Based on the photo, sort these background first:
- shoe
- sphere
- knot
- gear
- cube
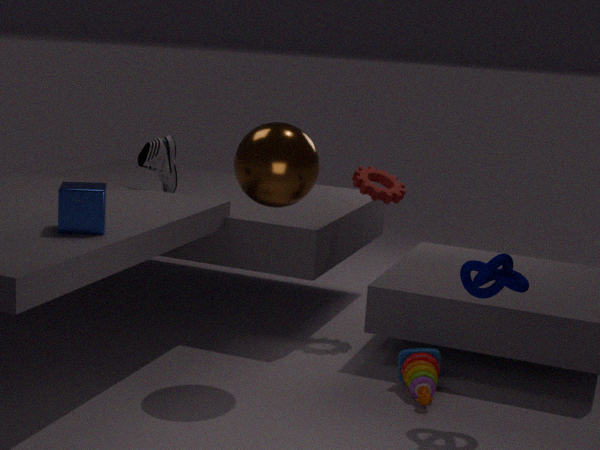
shoe → gear → sphere → cube → knot
